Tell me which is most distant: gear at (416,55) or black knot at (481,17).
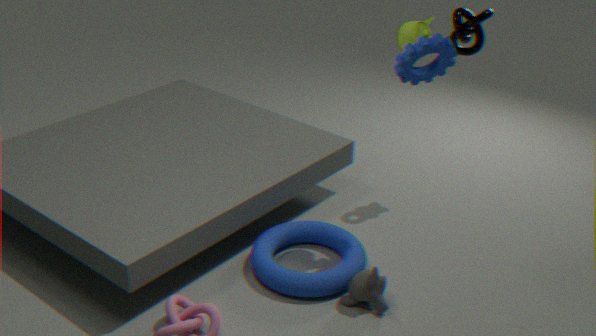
black knot at (481,17)
